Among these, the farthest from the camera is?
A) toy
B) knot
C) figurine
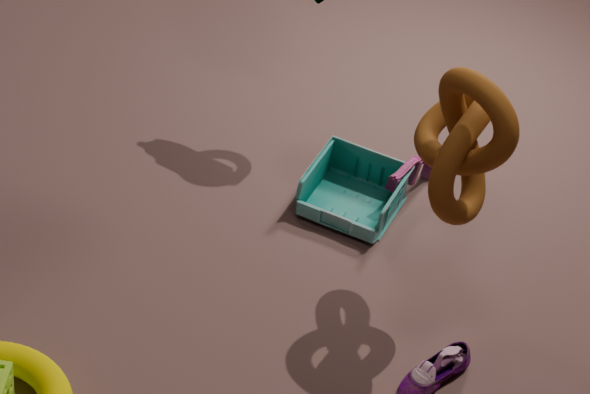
toy
